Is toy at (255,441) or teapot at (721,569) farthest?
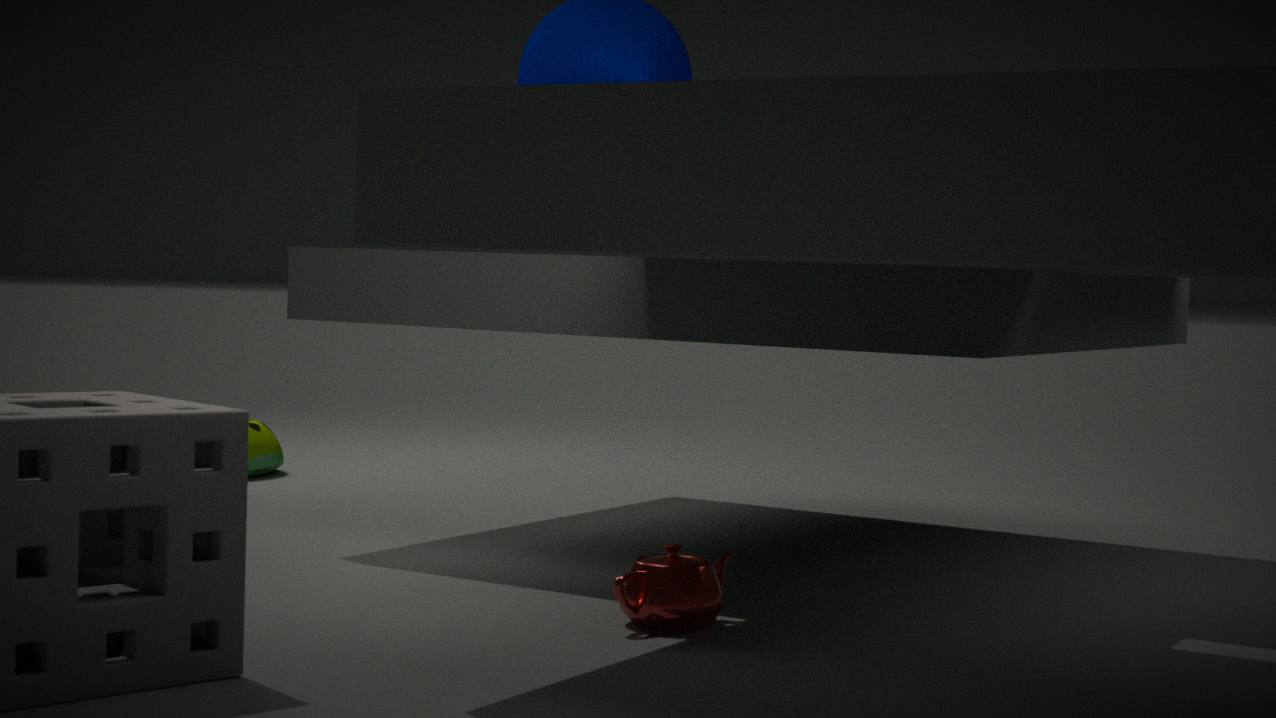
toy at (255,441)
